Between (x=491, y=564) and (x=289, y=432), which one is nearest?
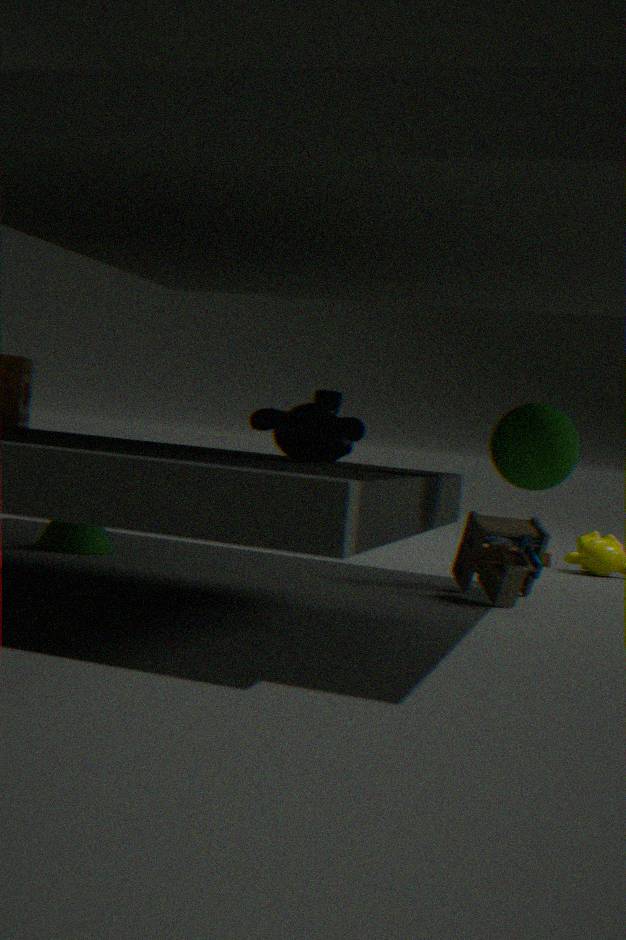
(x=289, y=432)
